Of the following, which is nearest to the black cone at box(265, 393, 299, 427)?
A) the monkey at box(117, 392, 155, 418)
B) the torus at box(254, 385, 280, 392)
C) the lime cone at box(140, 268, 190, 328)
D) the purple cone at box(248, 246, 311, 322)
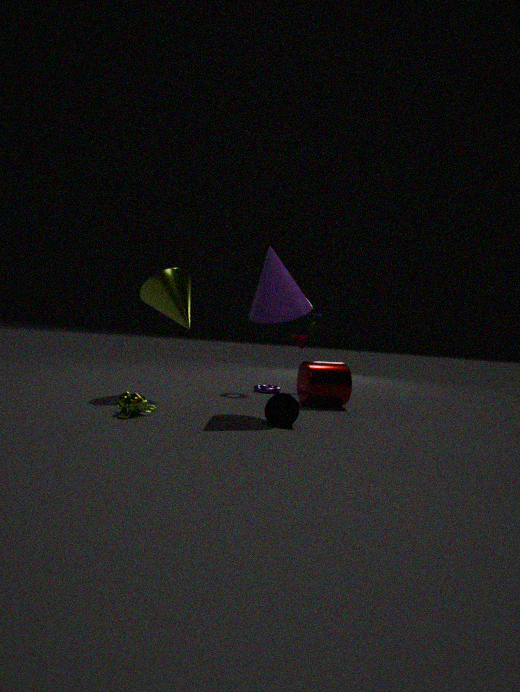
the purple cone at box(248, 246, 311, 322)
